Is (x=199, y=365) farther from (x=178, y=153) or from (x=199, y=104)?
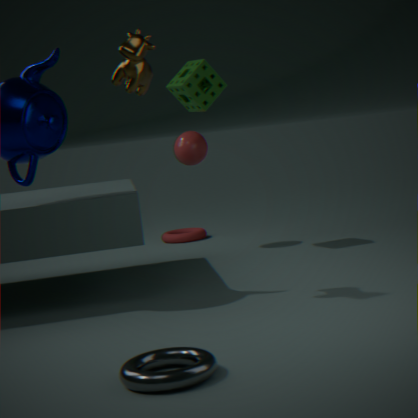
(x=178, y=153)
